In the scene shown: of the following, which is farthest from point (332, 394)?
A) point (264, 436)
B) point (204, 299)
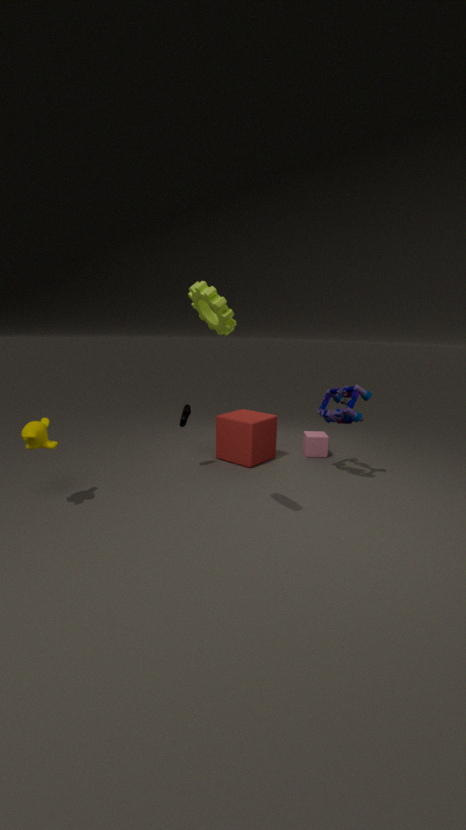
point (204, 299)
